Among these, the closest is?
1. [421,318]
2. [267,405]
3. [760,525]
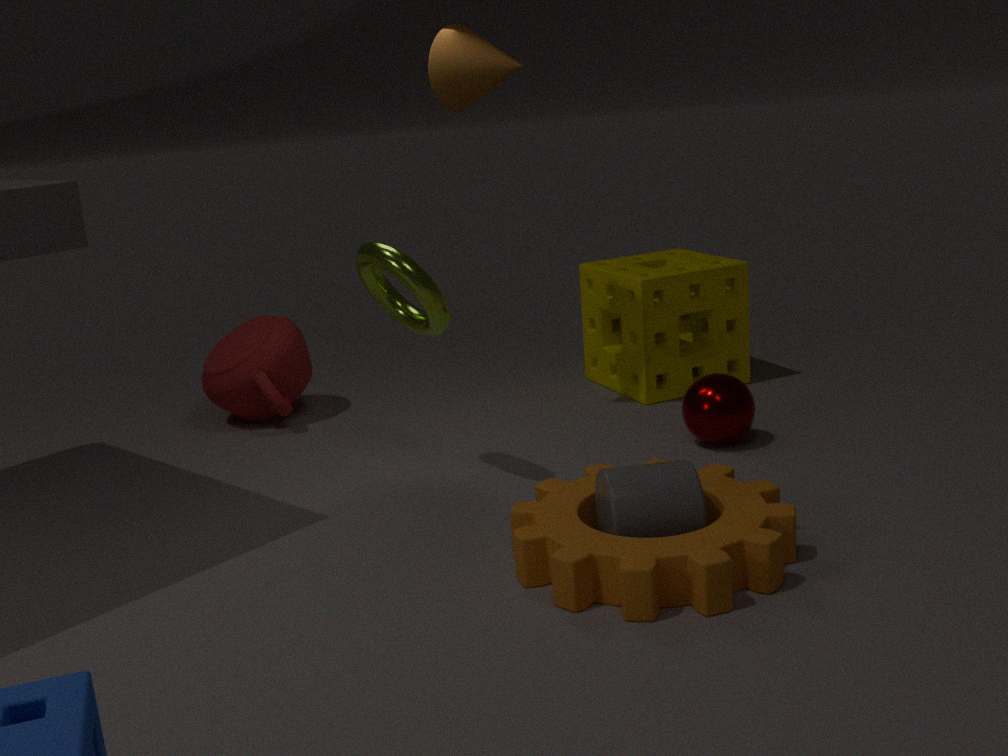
[760,525]
